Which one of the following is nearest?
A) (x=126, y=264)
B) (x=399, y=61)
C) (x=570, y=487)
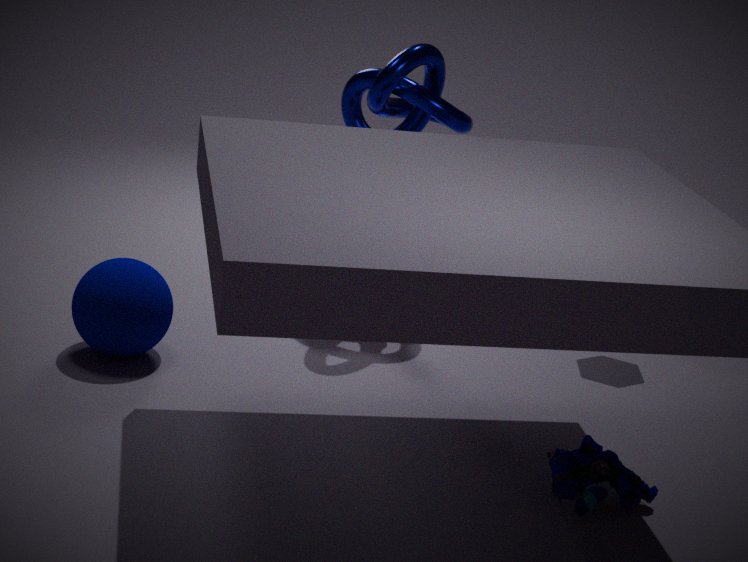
(x=570, y=487)
